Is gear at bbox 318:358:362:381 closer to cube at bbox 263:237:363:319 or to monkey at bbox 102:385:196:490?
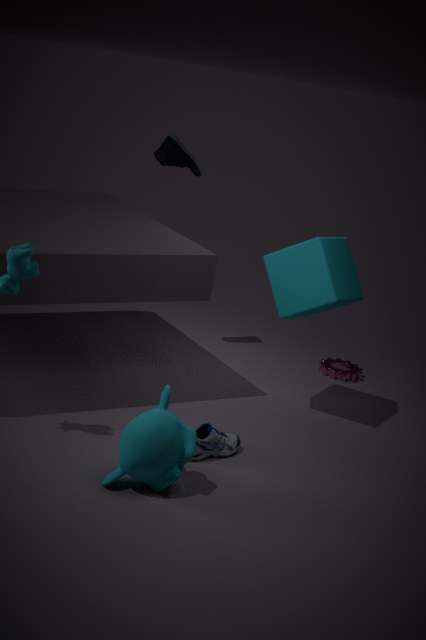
cube at bbox 263:237:363:319
